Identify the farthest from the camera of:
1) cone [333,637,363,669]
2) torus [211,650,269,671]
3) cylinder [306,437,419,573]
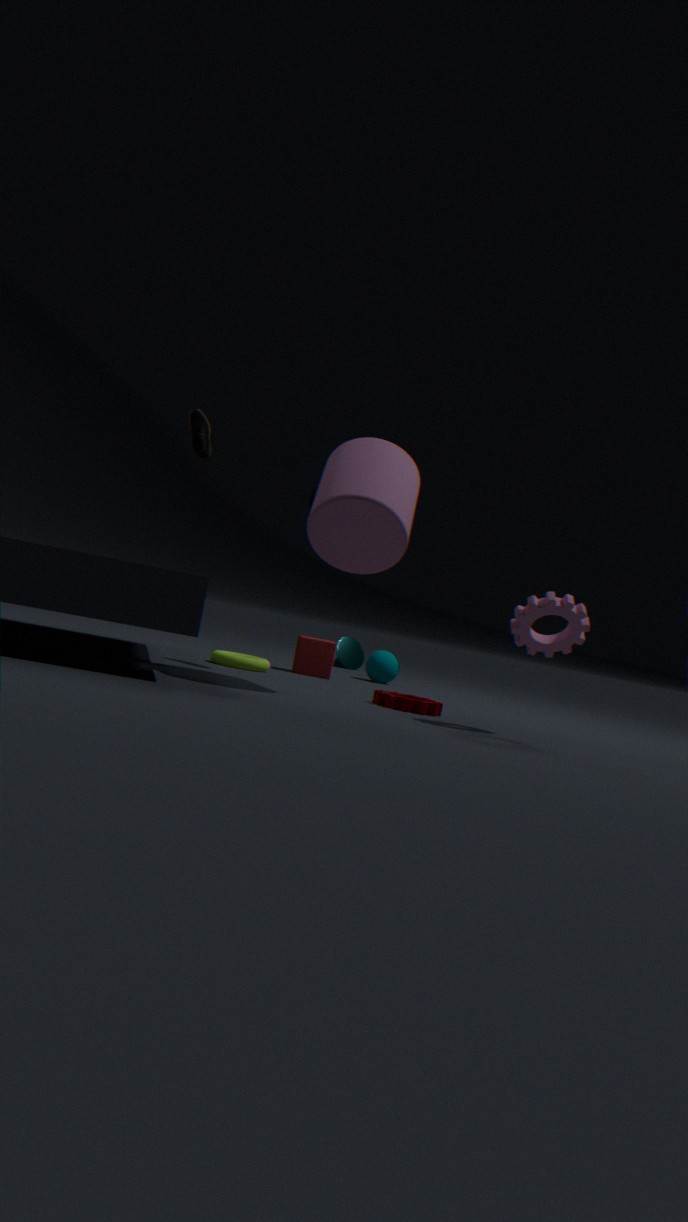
1. cone [333,637,363,669]
